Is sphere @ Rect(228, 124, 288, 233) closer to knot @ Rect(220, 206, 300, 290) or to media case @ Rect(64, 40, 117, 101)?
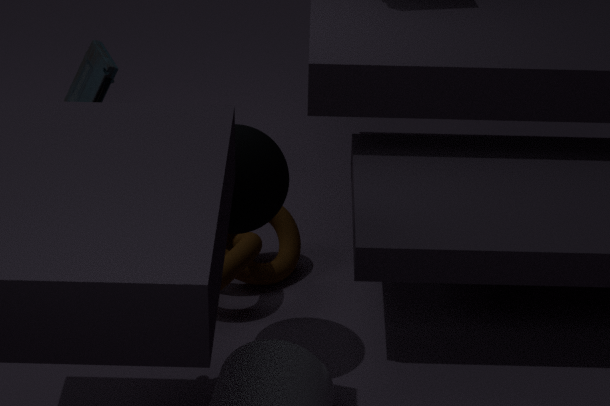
knot @ Rect(220, 206, 300, 290)
